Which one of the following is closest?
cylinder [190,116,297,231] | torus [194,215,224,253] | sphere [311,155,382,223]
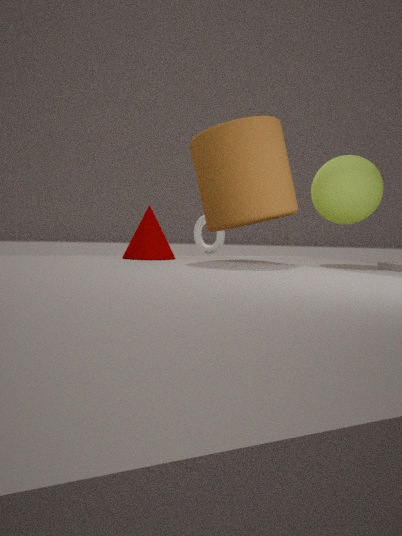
cylinder [190,116,297,231]
